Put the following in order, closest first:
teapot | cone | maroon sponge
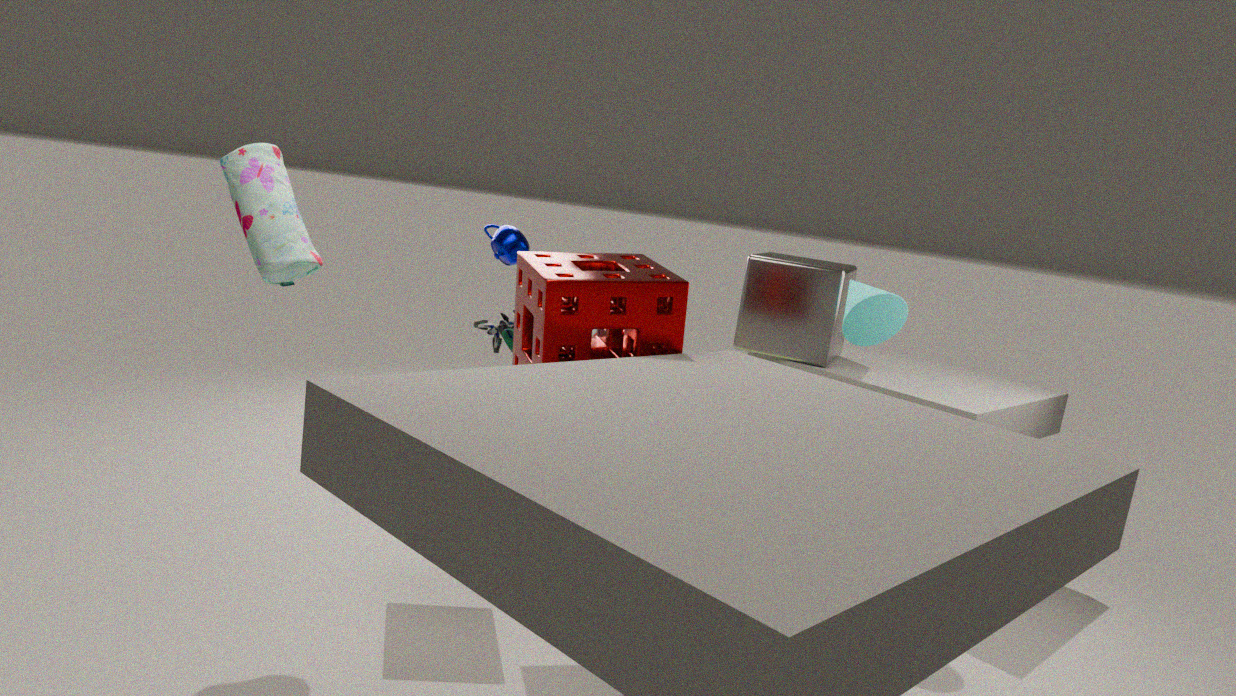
maroon sponge → cone → teapot
